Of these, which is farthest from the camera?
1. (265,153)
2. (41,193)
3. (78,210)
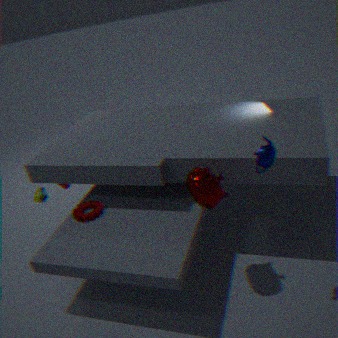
(41,193)
